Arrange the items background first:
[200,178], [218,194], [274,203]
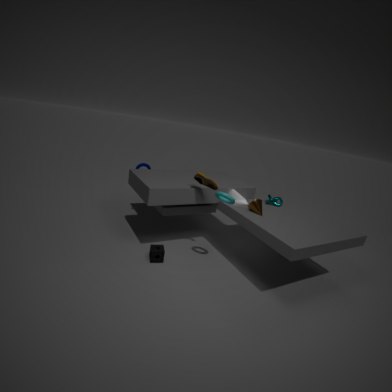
[274,203] → [200,178] → [218,194]
